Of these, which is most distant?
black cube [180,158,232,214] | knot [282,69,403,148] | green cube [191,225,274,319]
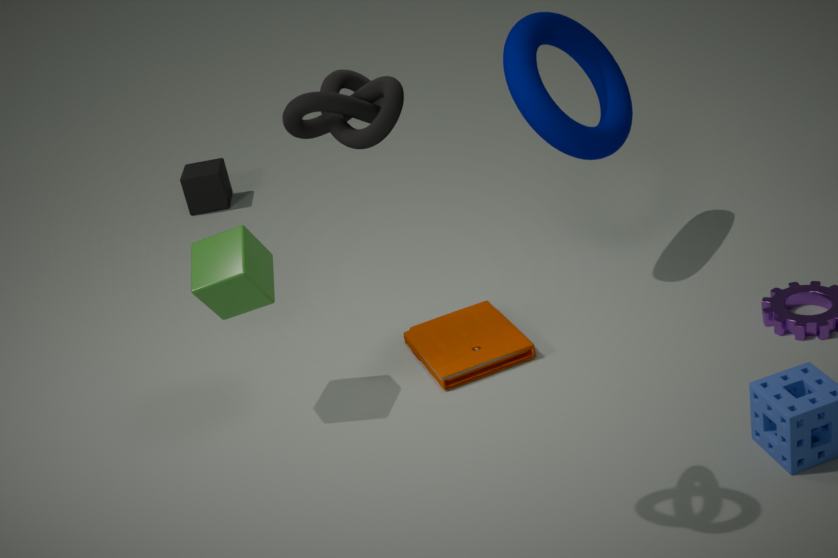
black cube [180,158,232,214]
